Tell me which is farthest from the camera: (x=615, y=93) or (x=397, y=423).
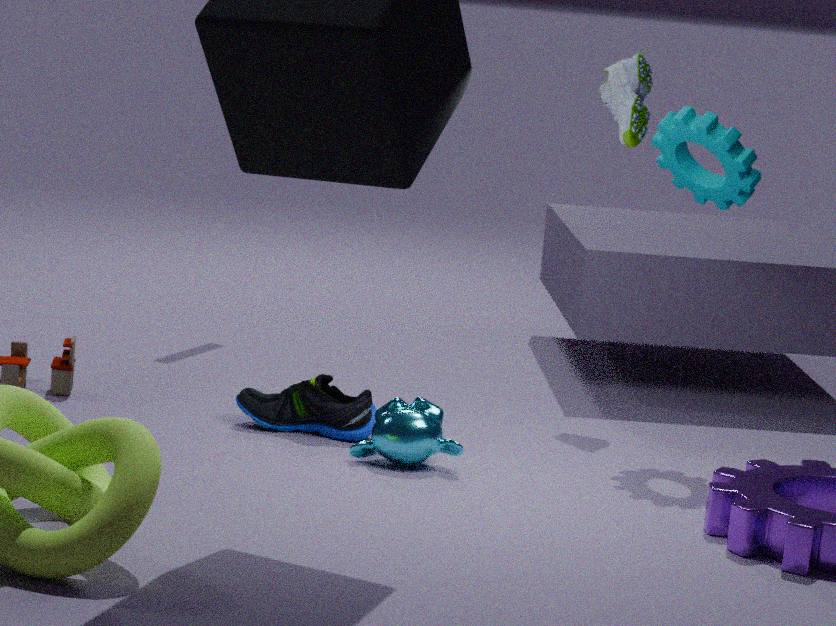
(x=615, y=93)
